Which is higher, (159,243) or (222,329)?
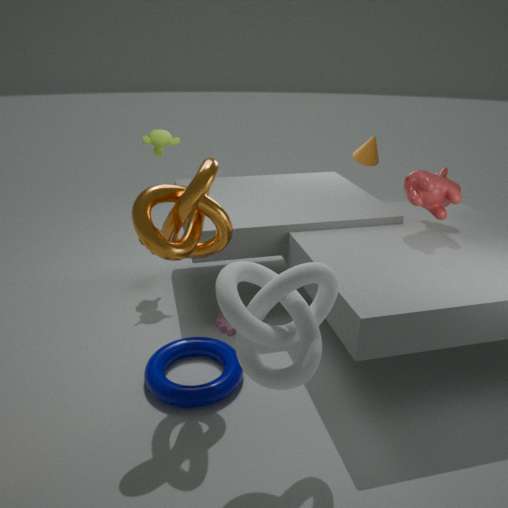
(159,243)
